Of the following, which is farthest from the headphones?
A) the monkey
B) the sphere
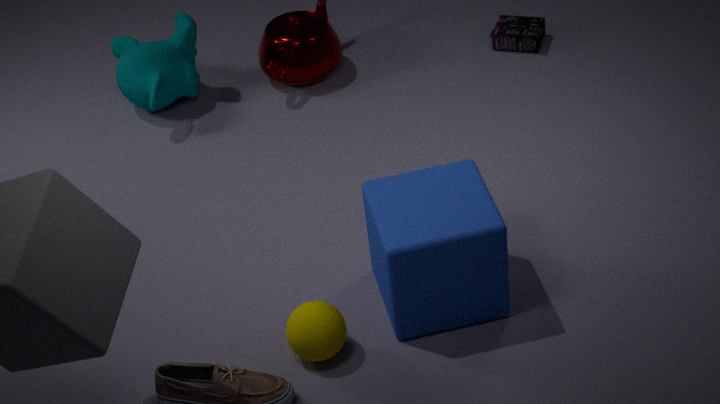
the sphere
